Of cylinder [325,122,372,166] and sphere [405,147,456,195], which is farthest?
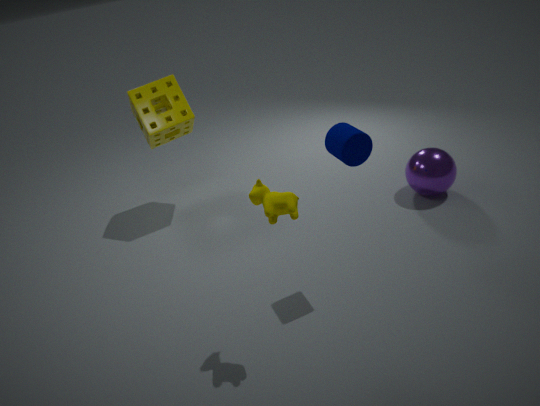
sphere [405,147,456,195]
